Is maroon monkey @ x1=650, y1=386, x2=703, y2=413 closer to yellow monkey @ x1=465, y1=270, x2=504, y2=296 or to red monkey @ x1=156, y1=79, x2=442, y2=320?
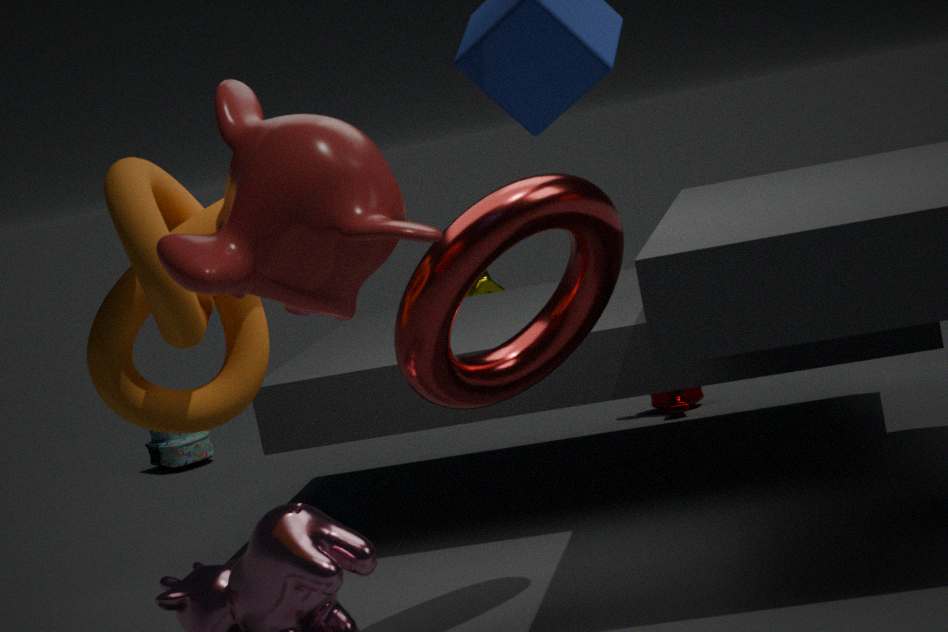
yellow monkey @ x1=465, y1=270, x2=504, y2=296
